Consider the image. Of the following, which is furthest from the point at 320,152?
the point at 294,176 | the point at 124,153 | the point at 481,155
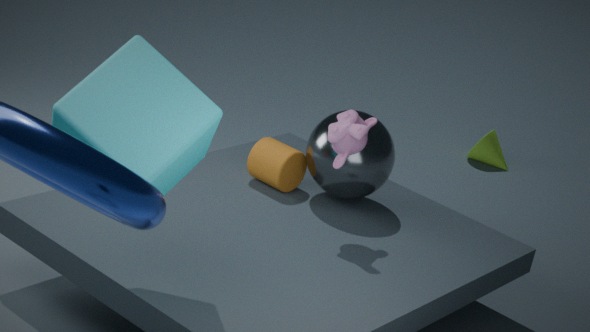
the point at 481,155
